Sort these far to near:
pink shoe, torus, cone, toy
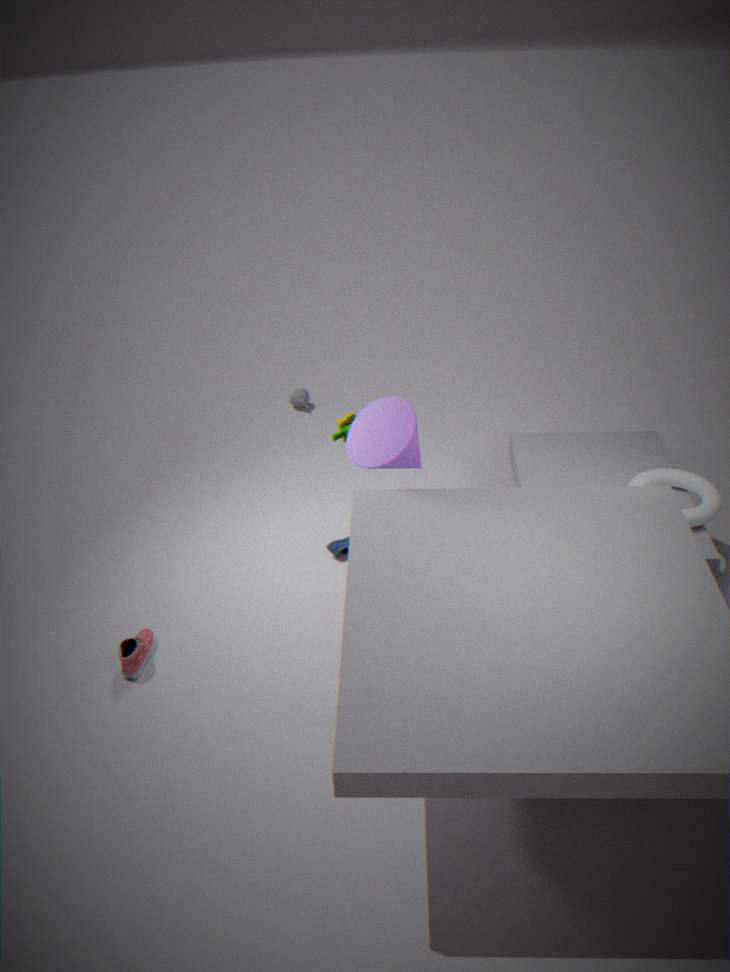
toy
torus
pink shoe
cone
